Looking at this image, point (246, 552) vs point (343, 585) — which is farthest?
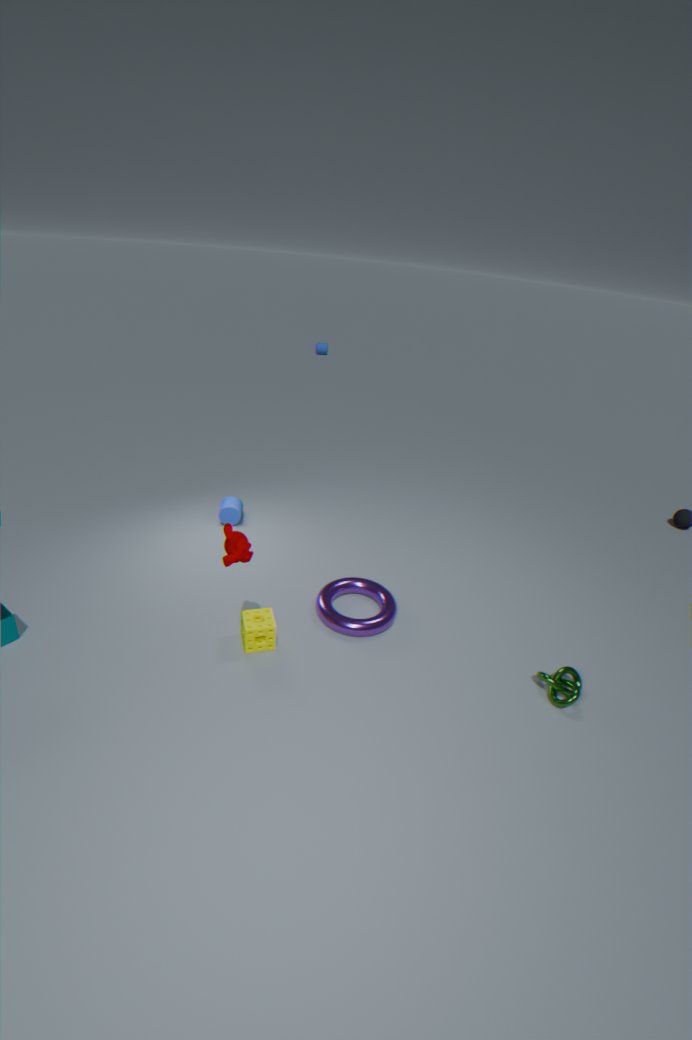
point (343, 585)
